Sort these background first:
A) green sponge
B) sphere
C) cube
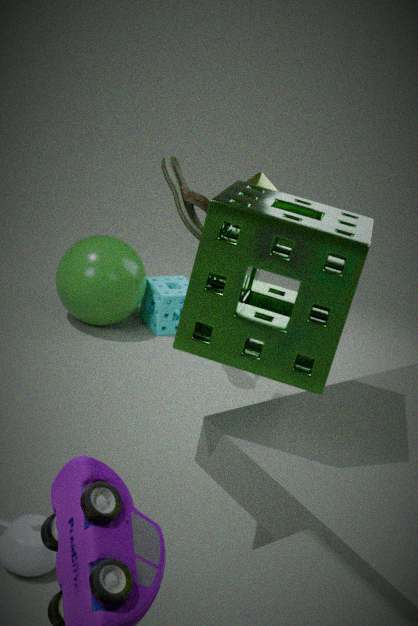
sphere
cube
green sponge
